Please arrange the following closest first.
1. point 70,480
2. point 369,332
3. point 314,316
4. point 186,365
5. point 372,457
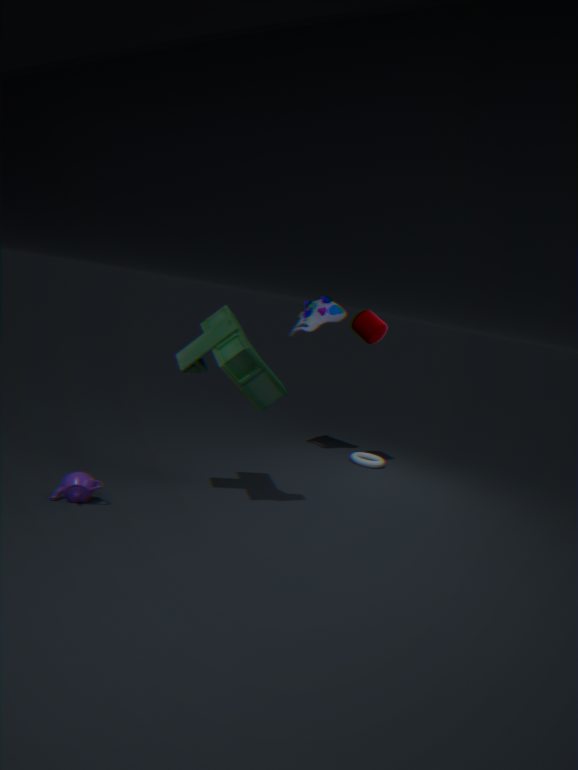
point 70,480 < point 186,365 < point 369,332 < point 314,316 < point 372,457
